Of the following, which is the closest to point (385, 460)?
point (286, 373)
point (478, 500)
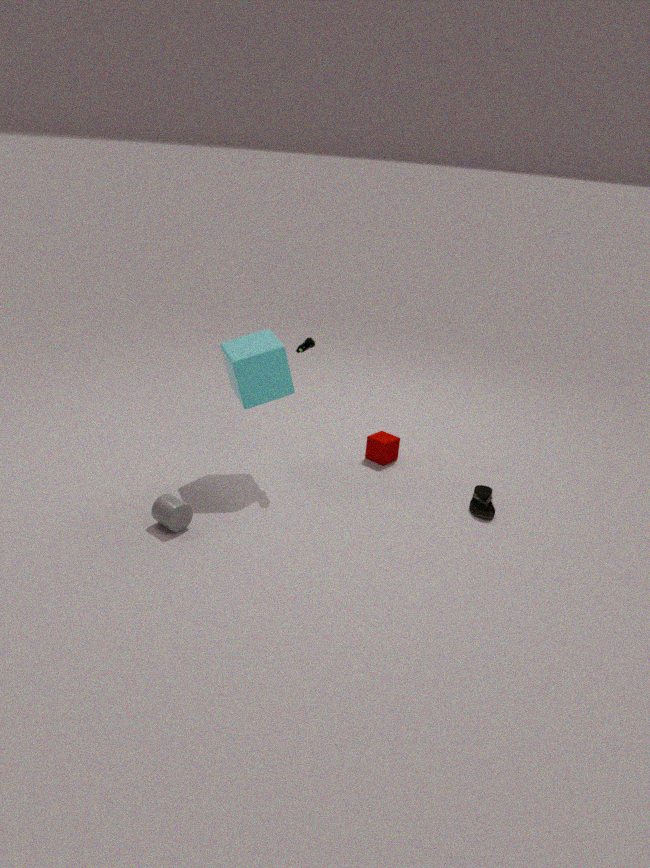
point (478, 500)
